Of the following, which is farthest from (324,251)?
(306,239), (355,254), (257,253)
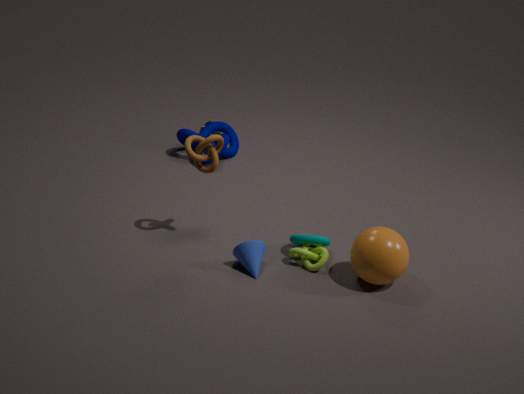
(355,254)
